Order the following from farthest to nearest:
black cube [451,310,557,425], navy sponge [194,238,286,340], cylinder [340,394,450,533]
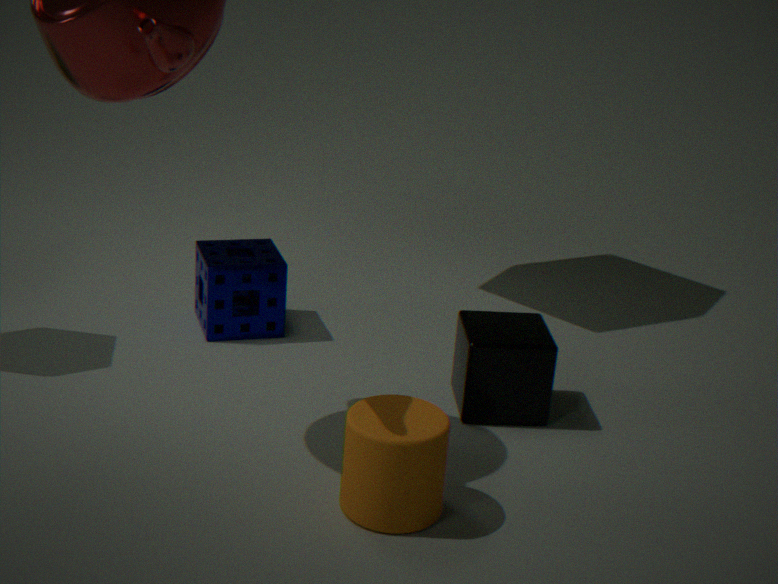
navy sponge [194,238,286,340] → black cube [451,310,557,425] → cylinder [340,394,450,533]
